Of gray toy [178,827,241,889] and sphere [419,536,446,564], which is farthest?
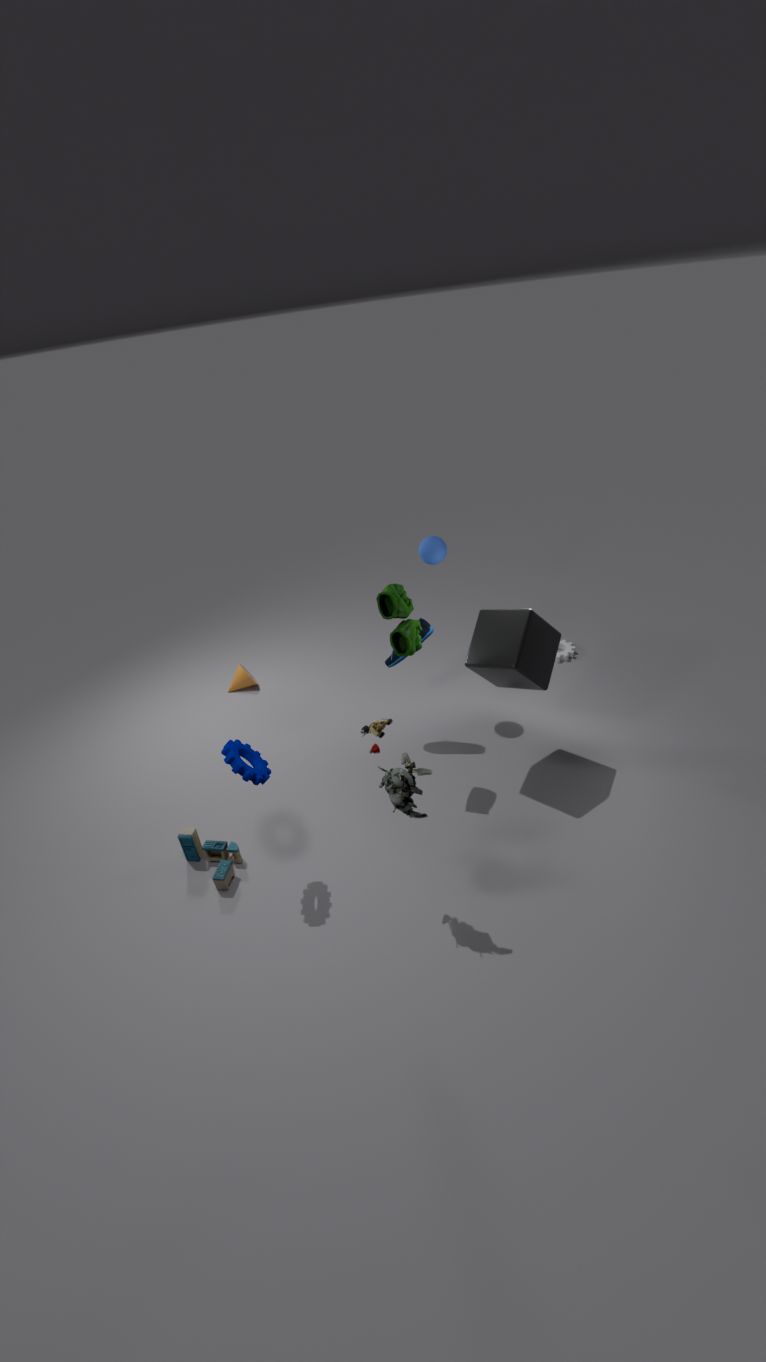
sphere [419,536,446,564]
